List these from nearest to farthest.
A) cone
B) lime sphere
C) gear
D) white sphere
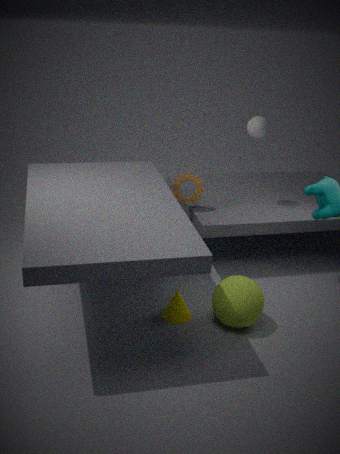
1. lime sphere
2. cone
3. white sphere
4. gear
